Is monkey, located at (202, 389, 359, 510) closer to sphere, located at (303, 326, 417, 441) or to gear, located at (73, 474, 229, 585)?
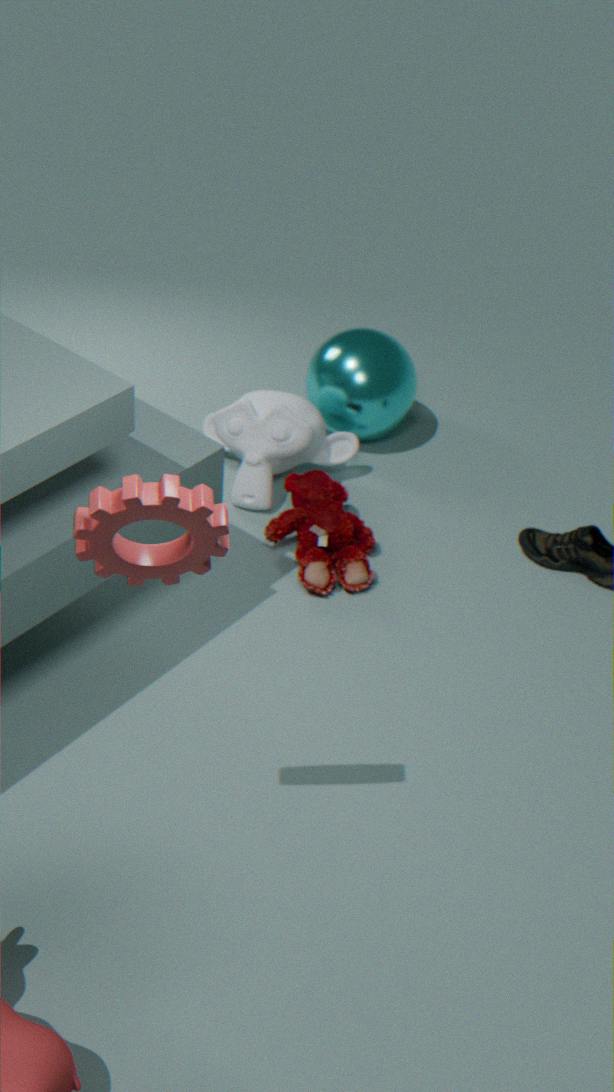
sphere, located at (303, 326, 417, 441)
